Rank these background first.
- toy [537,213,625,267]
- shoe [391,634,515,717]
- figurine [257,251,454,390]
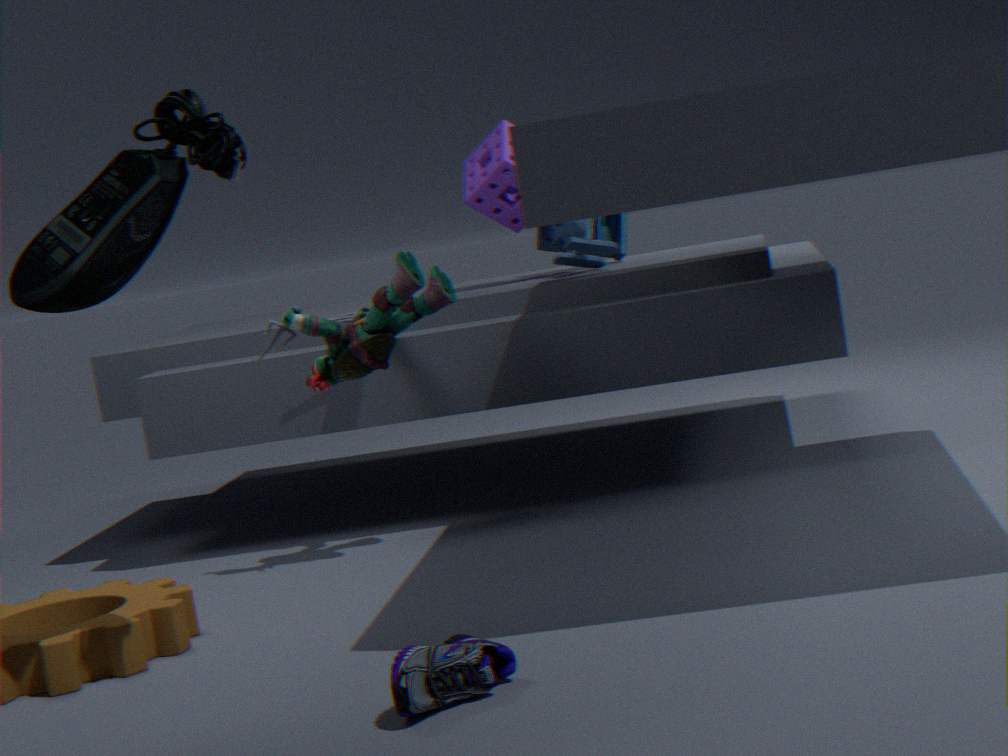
toy [537,213,625,267] → figurine [257,251,454,390] → shoe [391,634,515,717]
